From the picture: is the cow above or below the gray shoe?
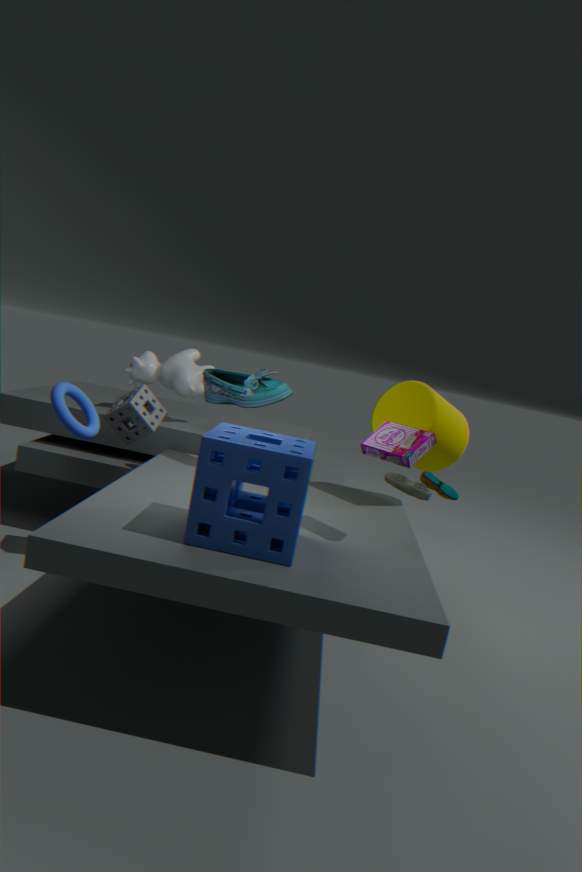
above
